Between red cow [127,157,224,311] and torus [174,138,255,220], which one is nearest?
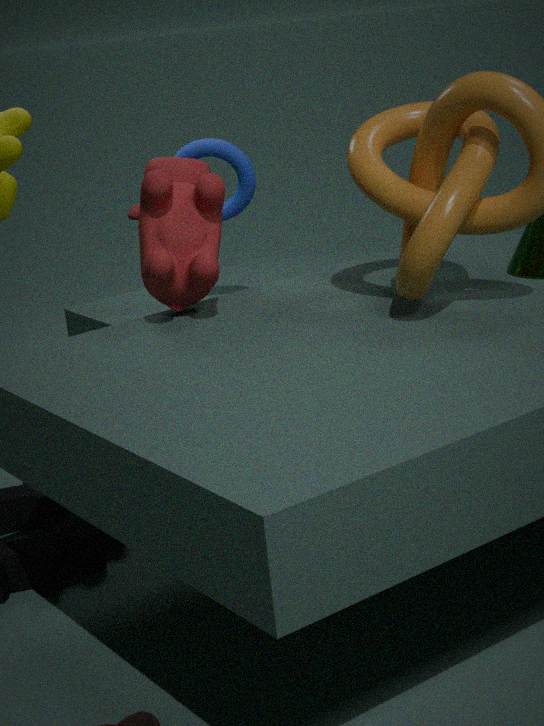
red cow [127,157,224,311]
